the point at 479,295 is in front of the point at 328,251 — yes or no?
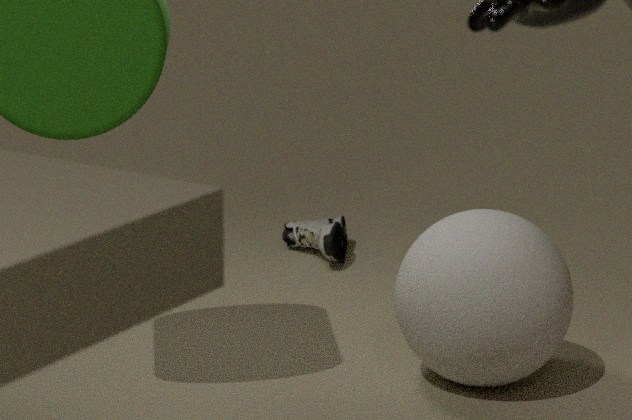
Yes
